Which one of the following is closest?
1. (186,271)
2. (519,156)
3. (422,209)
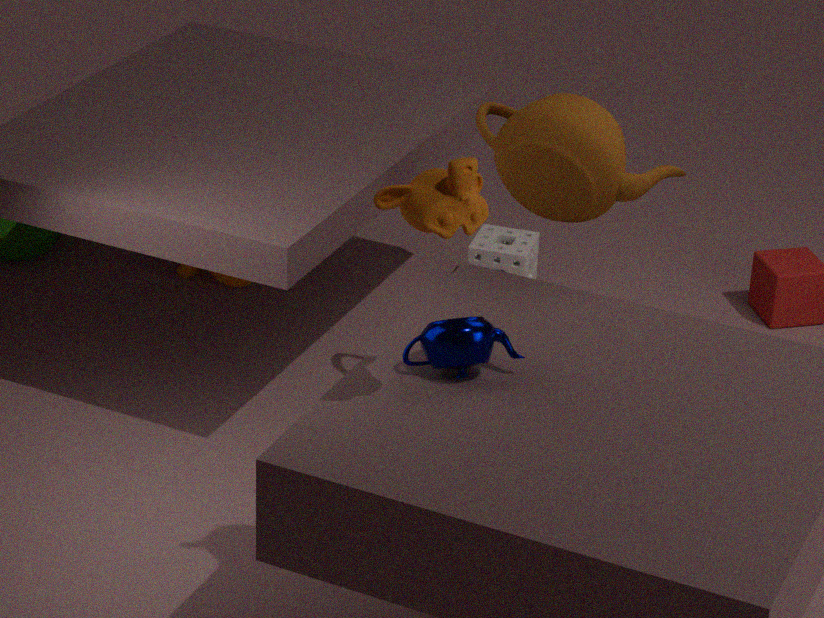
(422,209)
